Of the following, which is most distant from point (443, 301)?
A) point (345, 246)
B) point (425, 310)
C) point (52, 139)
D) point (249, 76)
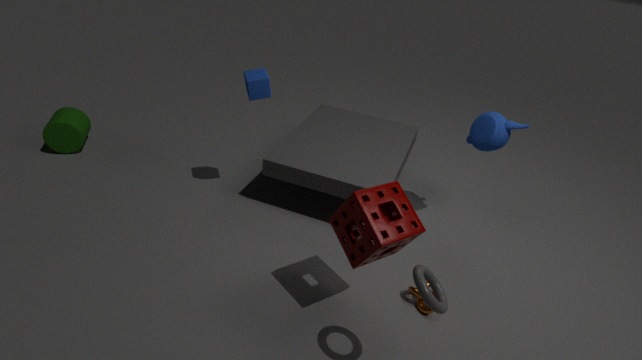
point (52, 139)
